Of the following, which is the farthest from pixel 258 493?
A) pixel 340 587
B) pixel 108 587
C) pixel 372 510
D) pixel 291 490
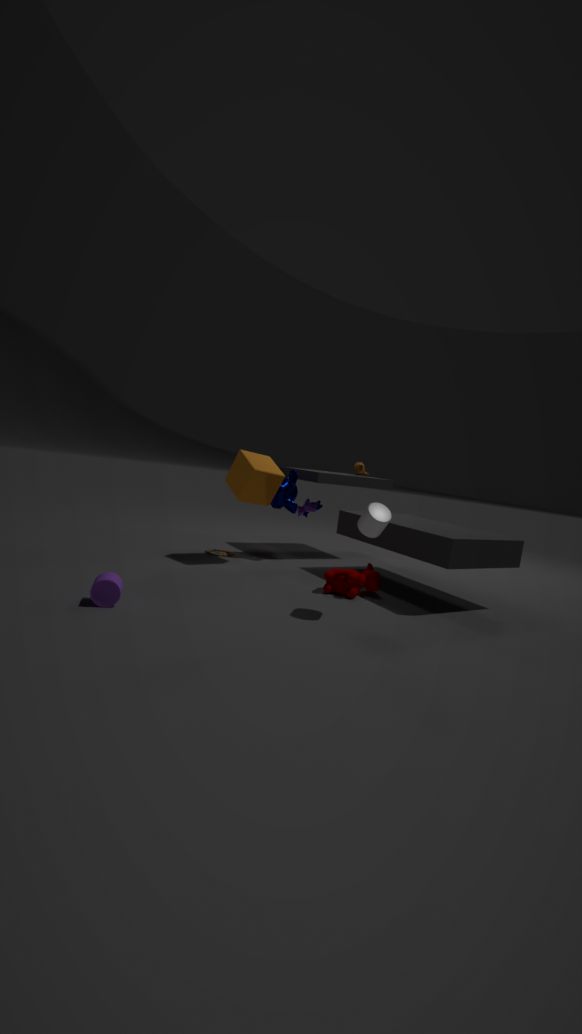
pixel 108 587
